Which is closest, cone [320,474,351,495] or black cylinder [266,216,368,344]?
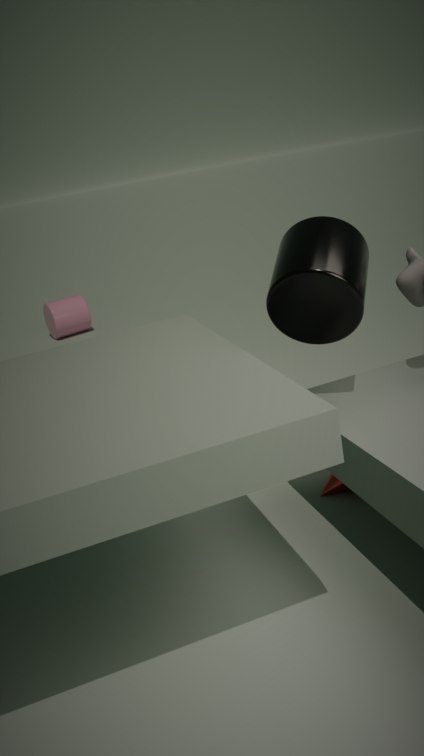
black cylinder [266,216,368,344]
